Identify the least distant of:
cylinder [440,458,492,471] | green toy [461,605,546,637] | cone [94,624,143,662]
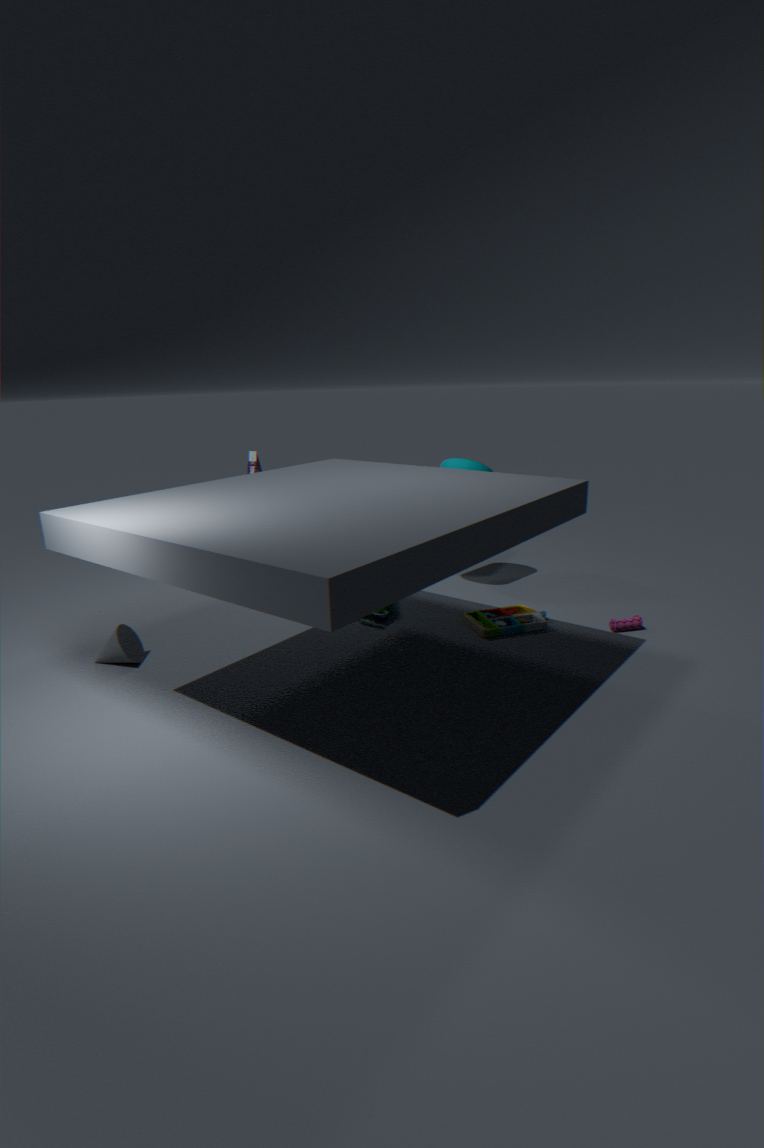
cone [94,624,143,662]
